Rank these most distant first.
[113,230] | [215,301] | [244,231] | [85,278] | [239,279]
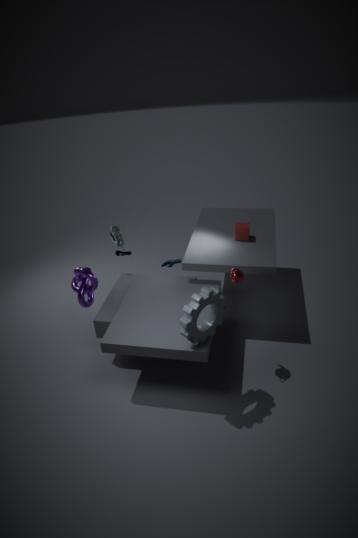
[113,230] → [244,231] → [85,278] → [239,279] → [215,301]
